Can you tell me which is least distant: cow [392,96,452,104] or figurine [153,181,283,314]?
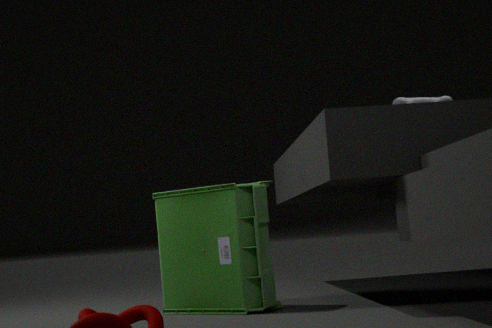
figurine [153,181,283,314]
